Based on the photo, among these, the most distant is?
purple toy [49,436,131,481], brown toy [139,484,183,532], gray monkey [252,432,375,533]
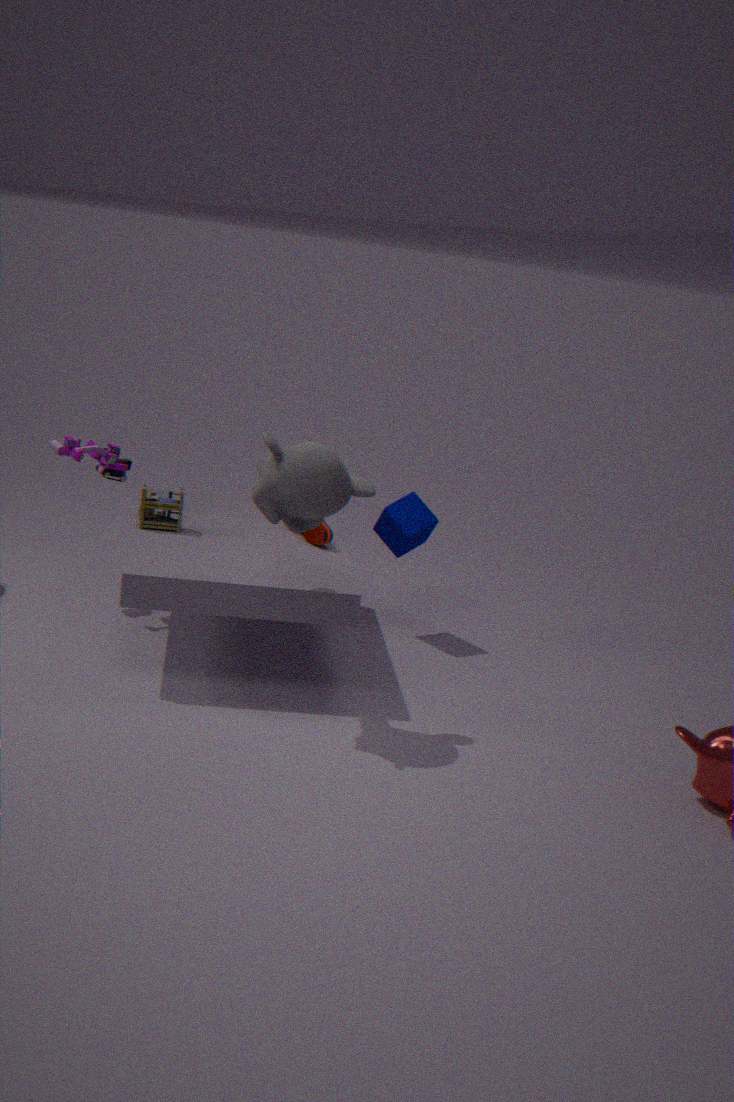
purple toy [49,436,131,481]
